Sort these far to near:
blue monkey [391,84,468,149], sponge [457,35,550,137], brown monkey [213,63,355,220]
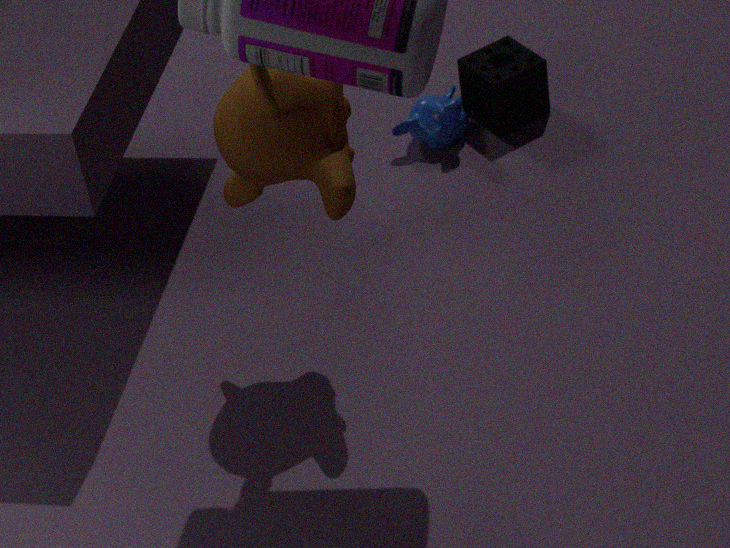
1. sponge [457,35,550,137]
2. blue monkey [391,84,468,149]
3. brown monkey [213,63,355,220]
